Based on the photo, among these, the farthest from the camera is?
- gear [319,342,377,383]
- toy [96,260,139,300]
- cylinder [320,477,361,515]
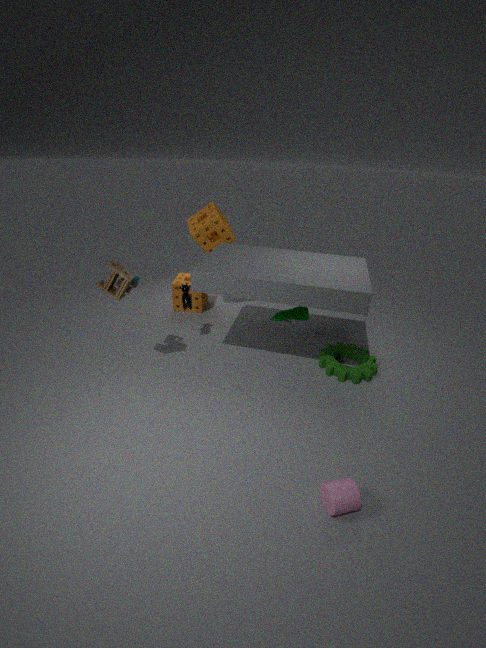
gear [319,342,377,383]
